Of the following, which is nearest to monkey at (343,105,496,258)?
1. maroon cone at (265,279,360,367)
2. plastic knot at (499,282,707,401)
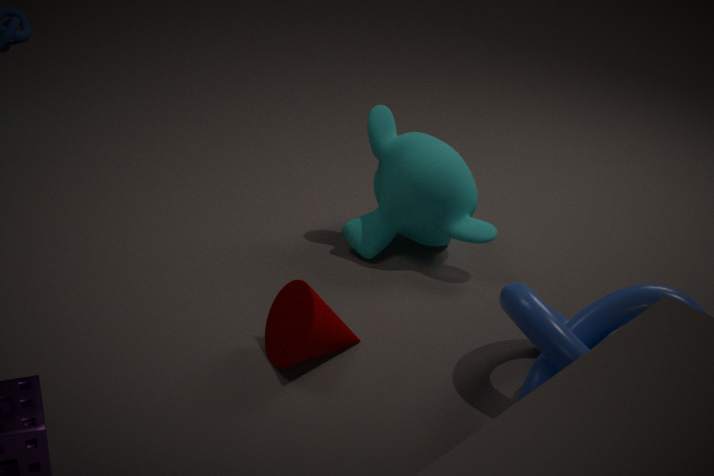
plastic knot at (499,282,707,401)
